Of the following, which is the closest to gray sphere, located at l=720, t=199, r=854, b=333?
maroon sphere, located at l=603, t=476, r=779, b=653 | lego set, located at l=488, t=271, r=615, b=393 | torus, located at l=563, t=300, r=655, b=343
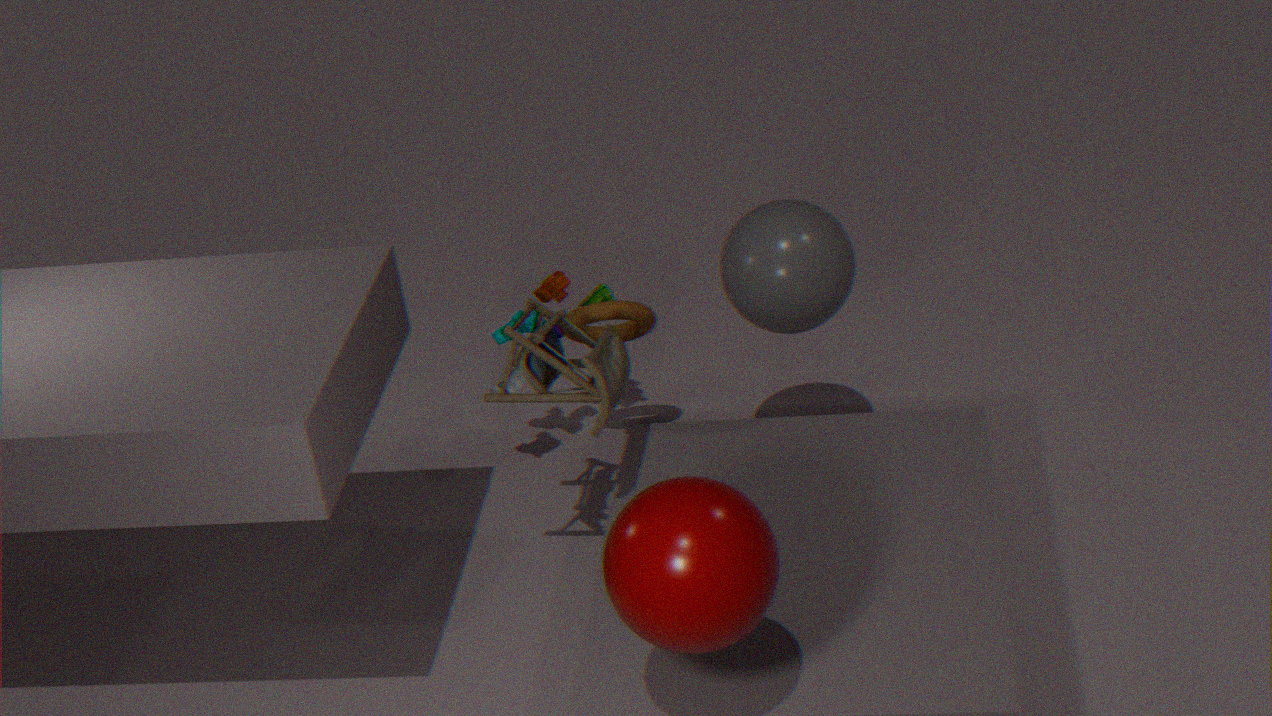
torus, located at l=563, t=300, r=655, b=343
